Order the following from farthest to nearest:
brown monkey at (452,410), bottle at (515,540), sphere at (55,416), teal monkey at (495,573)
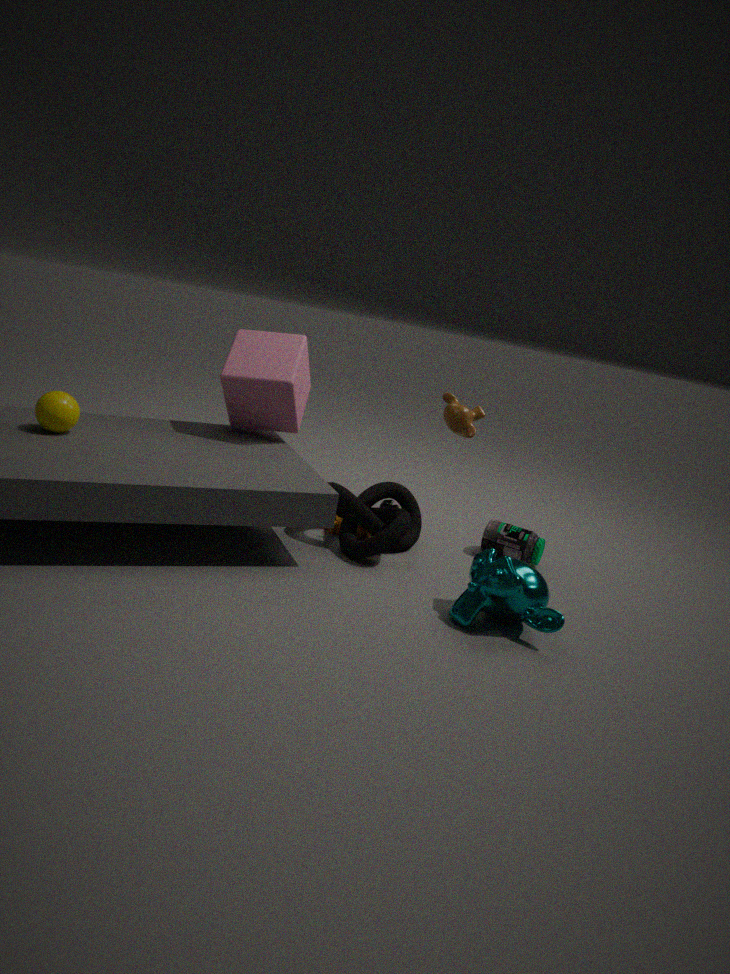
bottle at (515,540), brown monkey at (452,410), sphere at (55,416), teal monkey at (495,573)
